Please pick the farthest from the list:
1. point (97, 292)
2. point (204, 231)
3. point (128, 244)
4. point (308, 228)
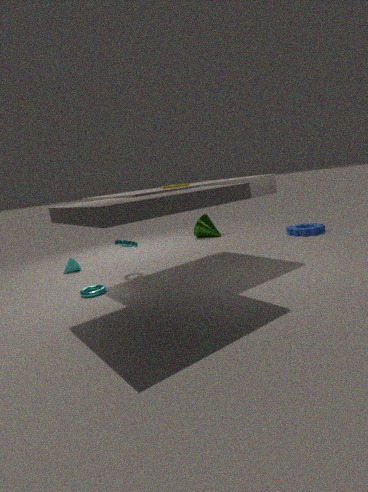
point (204, 231)
